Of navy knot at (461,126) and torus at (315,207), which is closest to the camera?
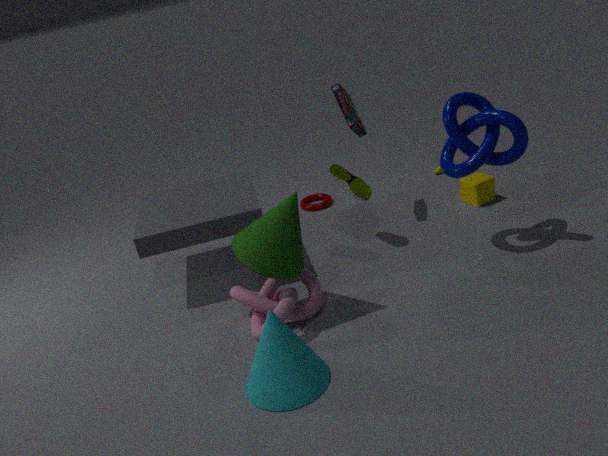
navy knot at (461,126)
